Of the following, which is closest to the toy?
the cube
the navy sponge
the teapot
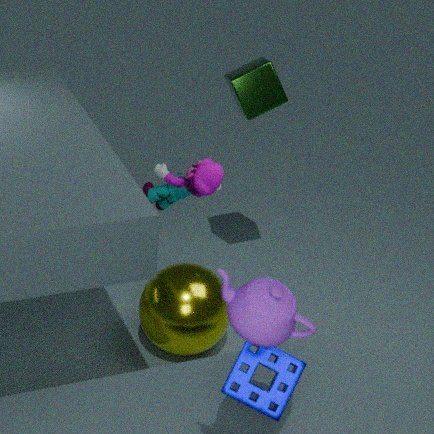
the cube
